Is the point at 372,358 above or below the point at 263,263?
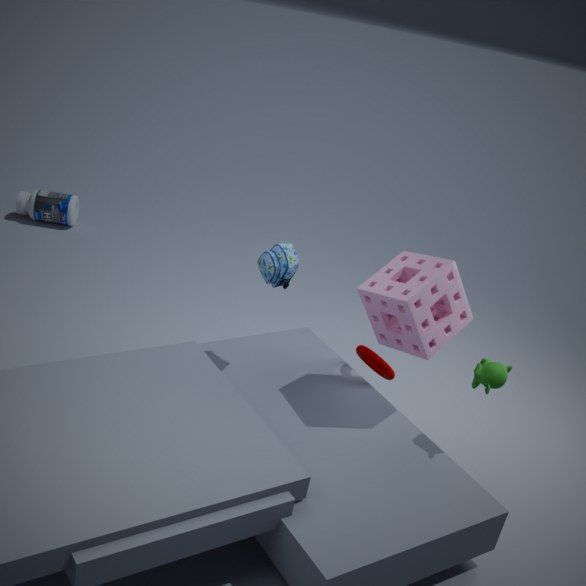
below
